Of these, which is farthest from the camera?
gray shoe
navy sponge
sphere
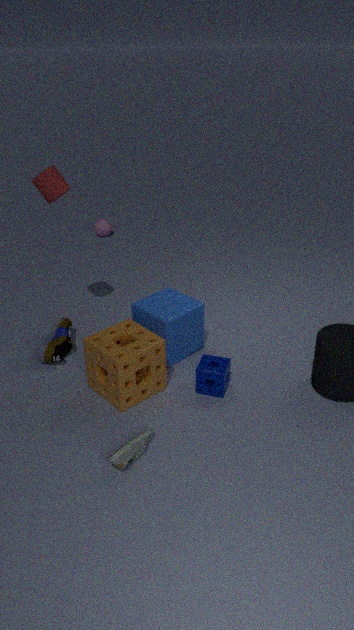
sphere
